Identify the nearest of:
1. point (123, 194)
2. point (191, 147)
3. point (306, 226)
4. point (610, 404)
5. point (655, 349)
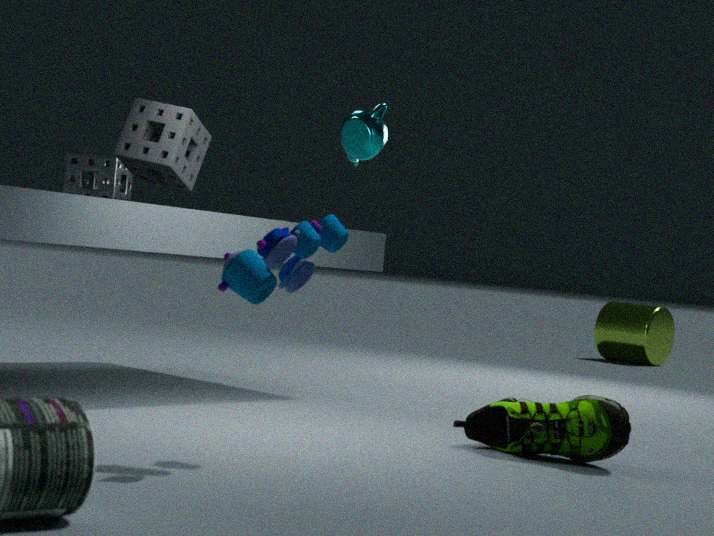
point (306, 226)
